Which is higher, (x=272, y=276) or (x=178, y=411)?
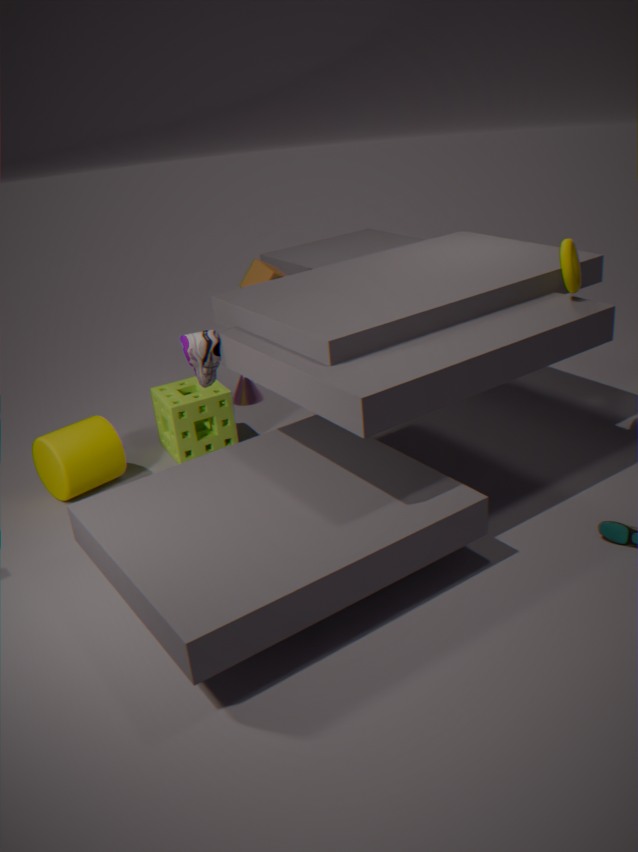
(x=272, y=276)
